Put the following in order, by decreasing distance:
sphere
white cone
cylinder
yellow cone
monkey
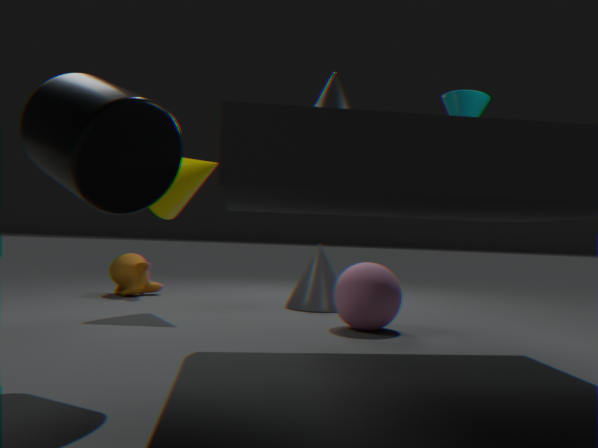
monkey → yellow cone → sphere → white cone → cylinder
